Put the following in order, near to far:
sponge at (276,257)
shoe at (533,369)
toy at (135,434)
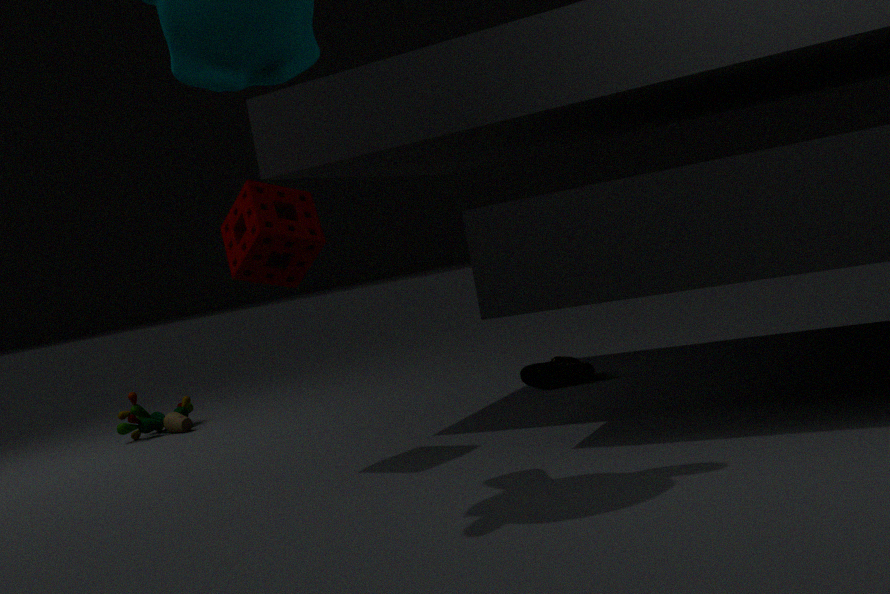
sponge at (276,257) < shoe at (533,369) < toy at (135,434)
